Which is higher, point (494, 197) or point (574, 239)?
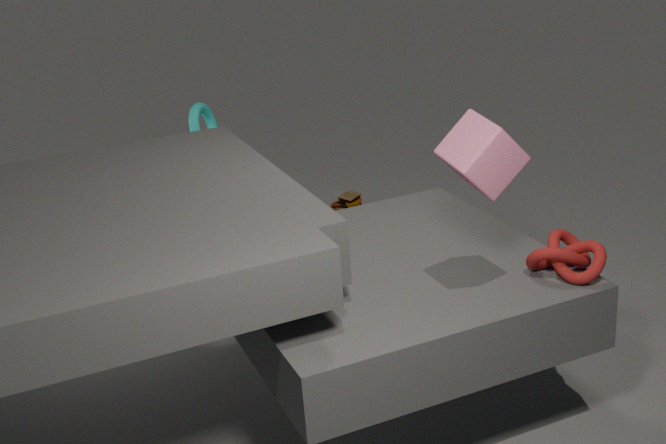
point (494, 197)
